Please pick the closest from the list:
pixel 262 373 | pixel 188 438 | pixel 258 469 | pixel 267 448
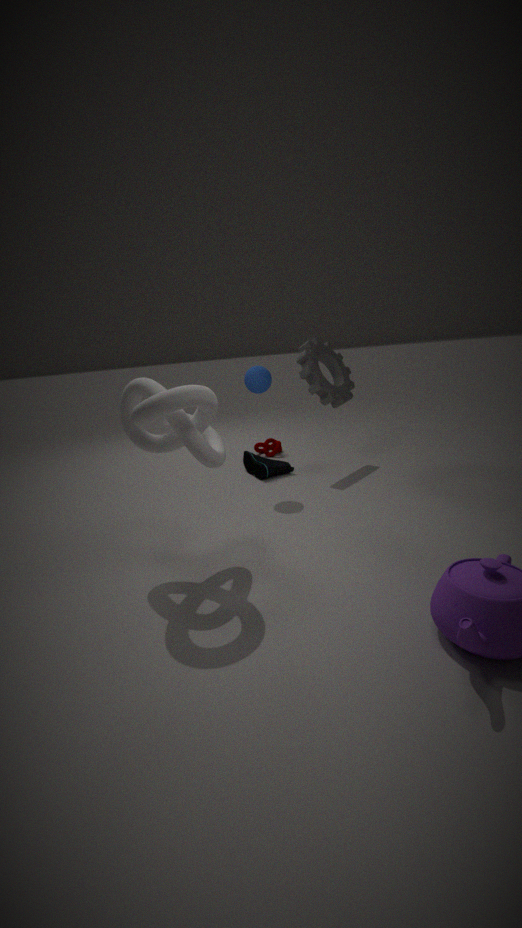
pixel 188 438
